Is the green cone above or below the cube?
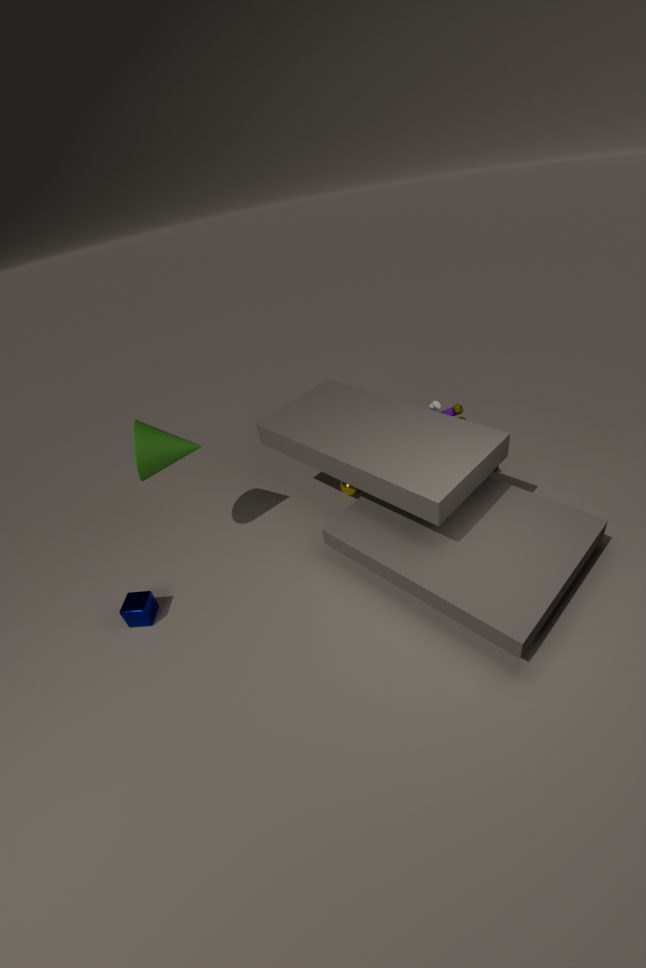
above
